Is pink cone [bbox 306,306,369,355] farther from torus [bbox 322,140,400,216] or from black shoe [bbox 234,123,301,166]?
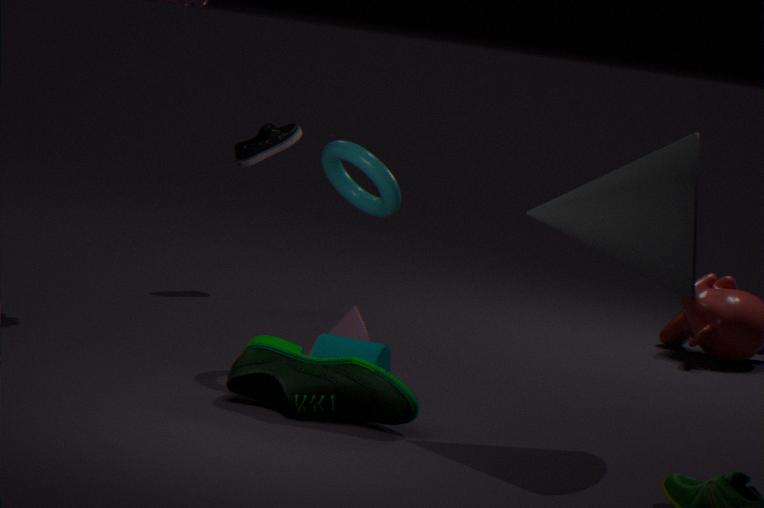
black shoe [bbox 234,123,301,166]
